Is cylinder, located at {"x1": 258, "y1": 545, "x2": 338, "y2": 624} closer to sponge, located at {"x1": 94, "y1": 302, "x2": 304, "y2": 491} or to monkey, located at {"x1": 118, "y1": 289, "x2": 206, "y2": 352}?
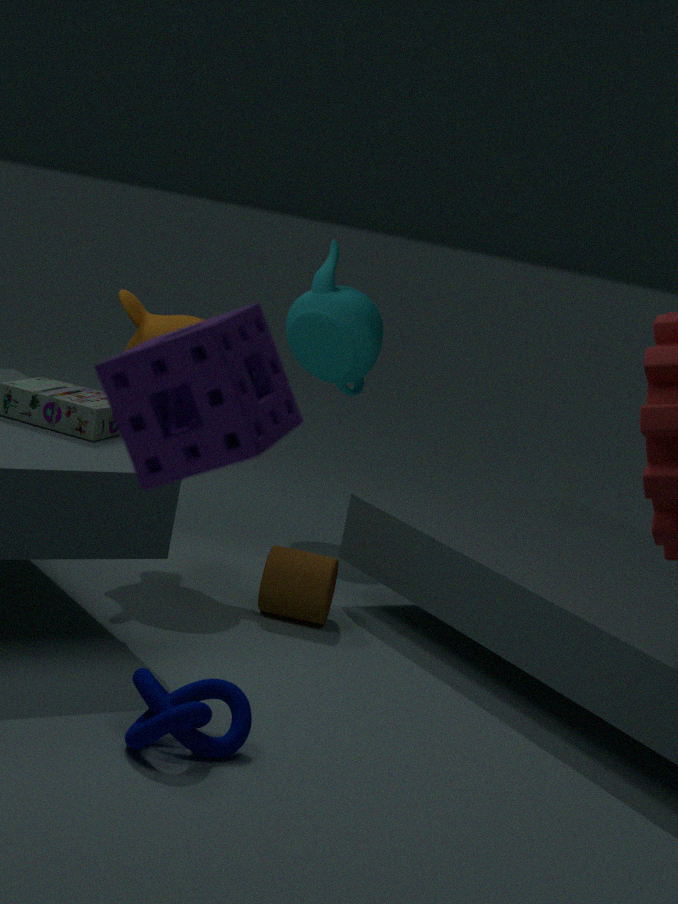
monkey, located at {"x1": 118, "y1": 289, "x2": 206, "y2": 352}
